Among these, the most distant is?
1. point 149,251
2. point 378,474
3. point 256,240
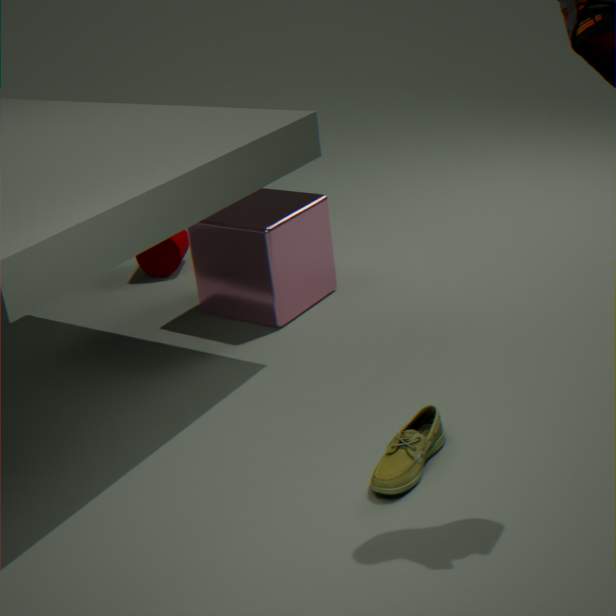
point 149,251
